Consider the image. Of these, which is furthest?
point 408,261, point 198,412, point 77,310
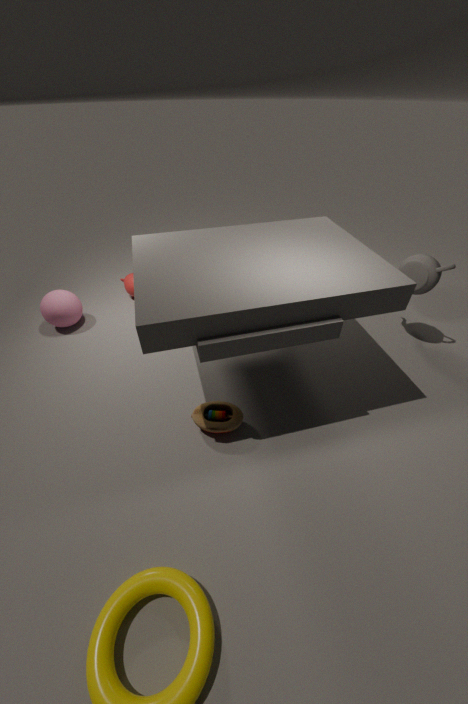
point 77,310
